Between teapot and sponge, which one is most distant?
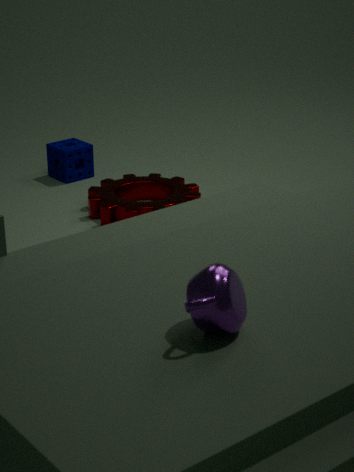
sponge
